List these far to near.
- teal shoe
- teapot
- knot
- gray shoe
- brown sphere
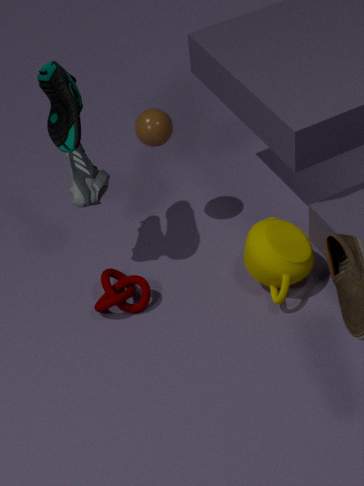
1. brown sphere
2. gray shoe
3. knot
4. teapot
5. teal shoe
